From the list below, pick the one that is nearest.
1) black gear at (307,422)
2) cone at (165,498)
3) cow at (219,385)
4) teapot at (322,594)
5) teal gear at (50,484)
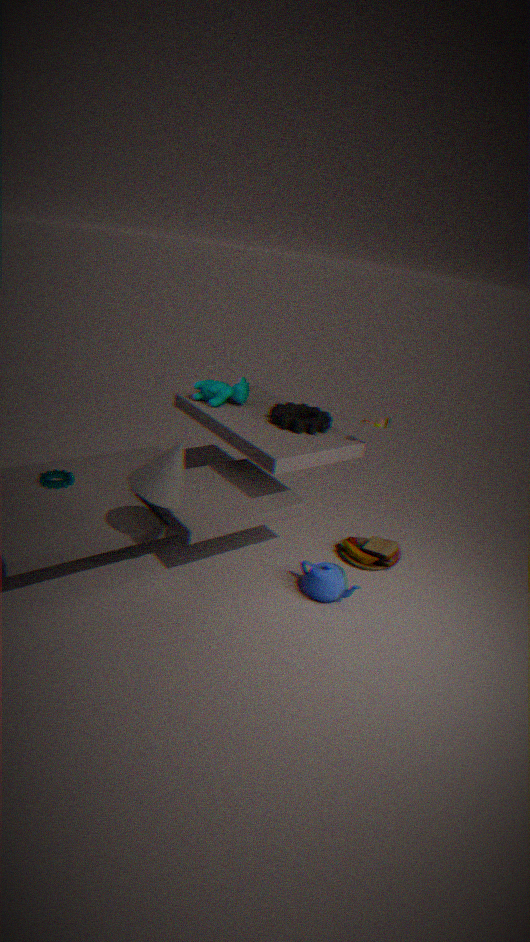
2. cone at (165,498)
